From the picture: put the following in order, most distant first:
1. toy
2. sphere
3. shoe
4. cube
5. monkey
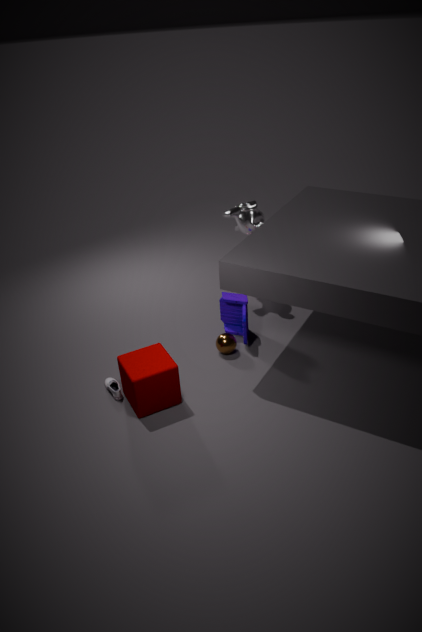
monkey < toy < sphere < shoe < cube
